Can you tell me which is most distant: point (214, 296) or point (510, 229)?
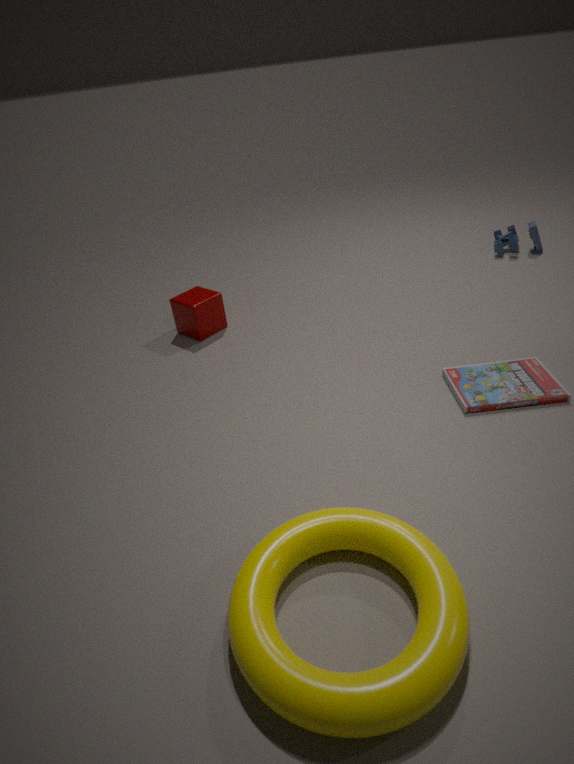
point (510, 229)
